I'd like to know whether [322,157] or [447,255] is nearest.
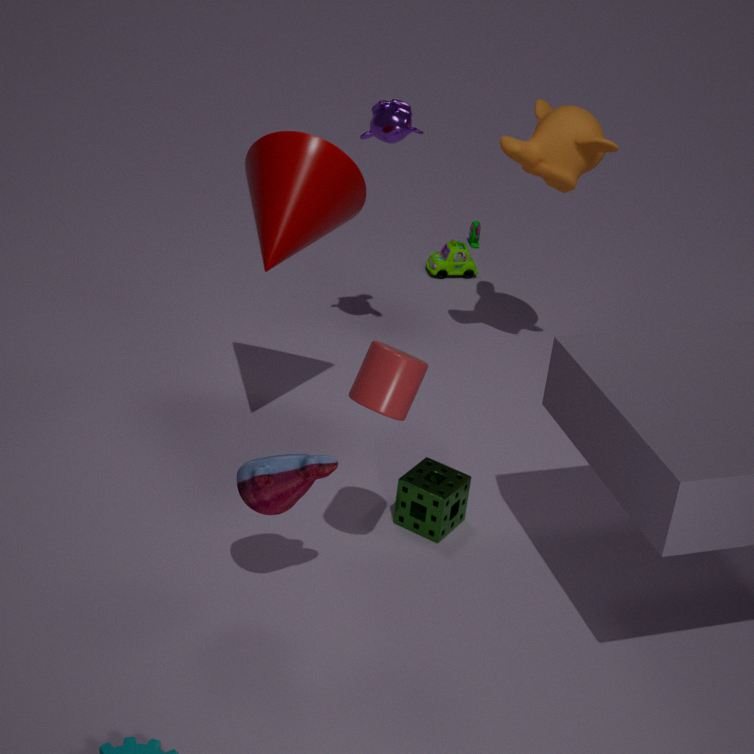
[322,157]
